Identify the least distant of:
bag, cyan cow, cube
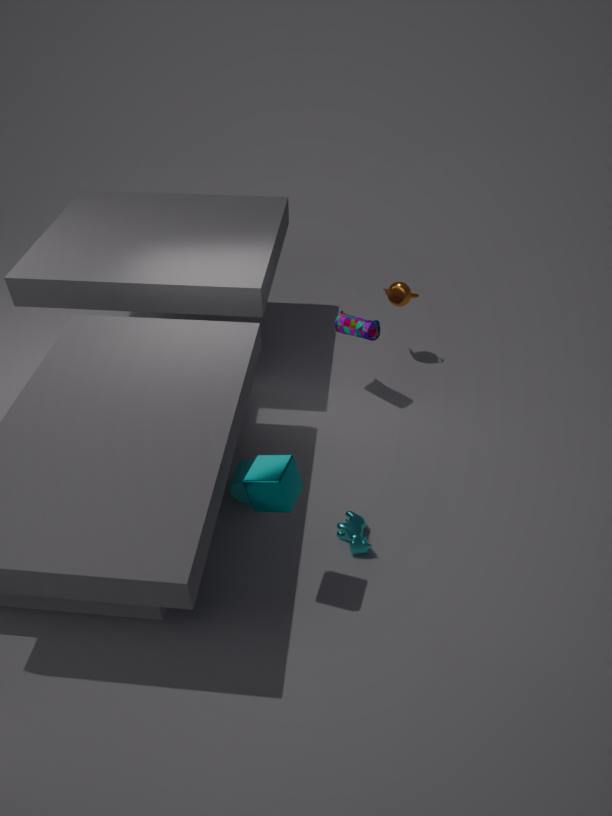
cube
